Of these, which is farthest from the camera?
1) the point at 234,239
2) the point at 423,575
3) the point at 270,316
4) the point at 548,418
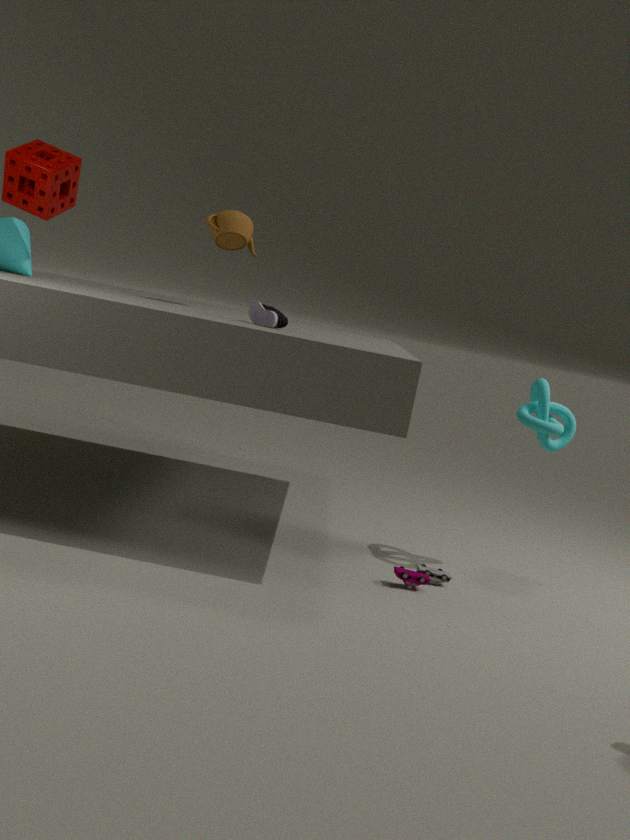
1. the point at 234,239
